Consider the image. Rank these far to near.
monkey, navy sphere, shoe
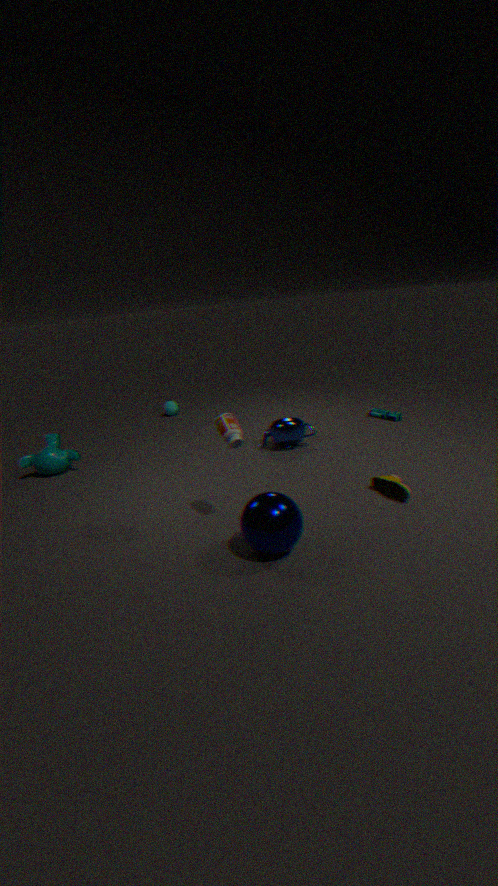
monkey → shoe → navy sphere
